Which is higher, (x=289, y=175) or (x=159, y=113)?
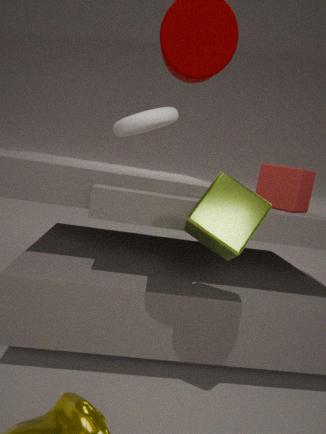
(x=159, y=113)
